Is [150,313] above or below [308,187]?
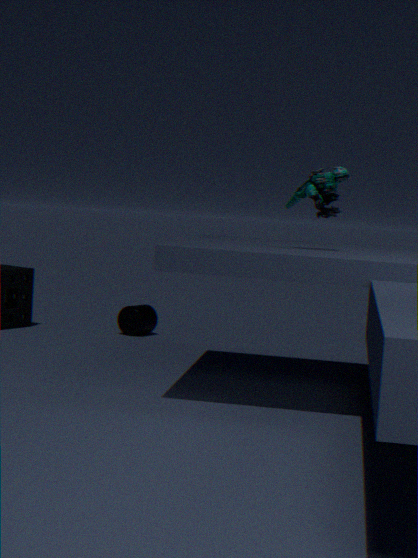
below
